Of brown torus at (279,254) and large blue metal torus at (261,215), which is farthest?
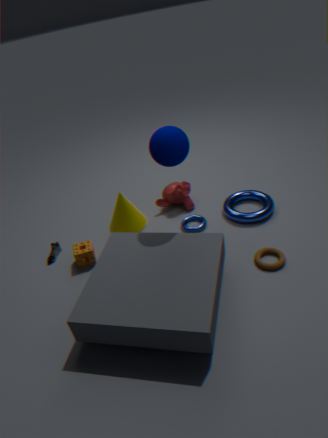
large blue metal torus at (261,215)
